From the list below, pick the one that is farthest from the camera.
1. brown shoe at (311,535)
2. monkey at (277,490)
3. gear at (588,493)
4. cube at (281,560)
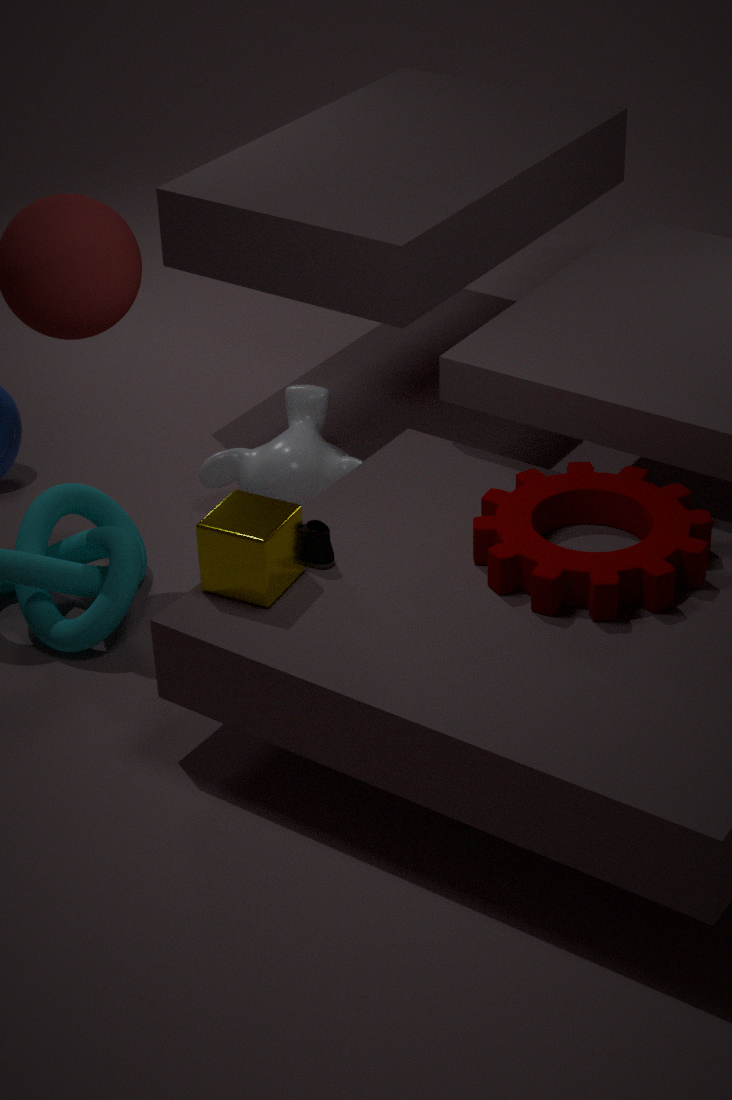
monkey at (277,490)
